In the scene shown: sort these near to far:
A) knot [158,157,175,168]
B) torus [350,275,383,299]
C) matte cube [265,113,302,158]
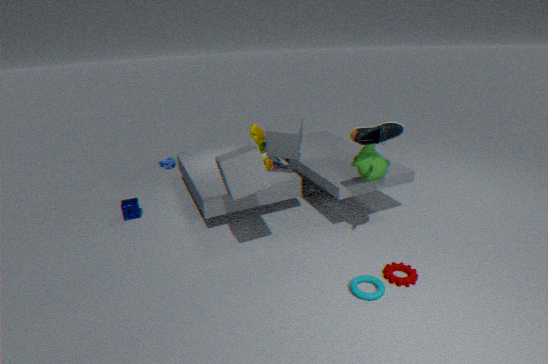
torus [350,275,383,299] < matte cube [265,113,302,158] < knot [158,157,175,168]
